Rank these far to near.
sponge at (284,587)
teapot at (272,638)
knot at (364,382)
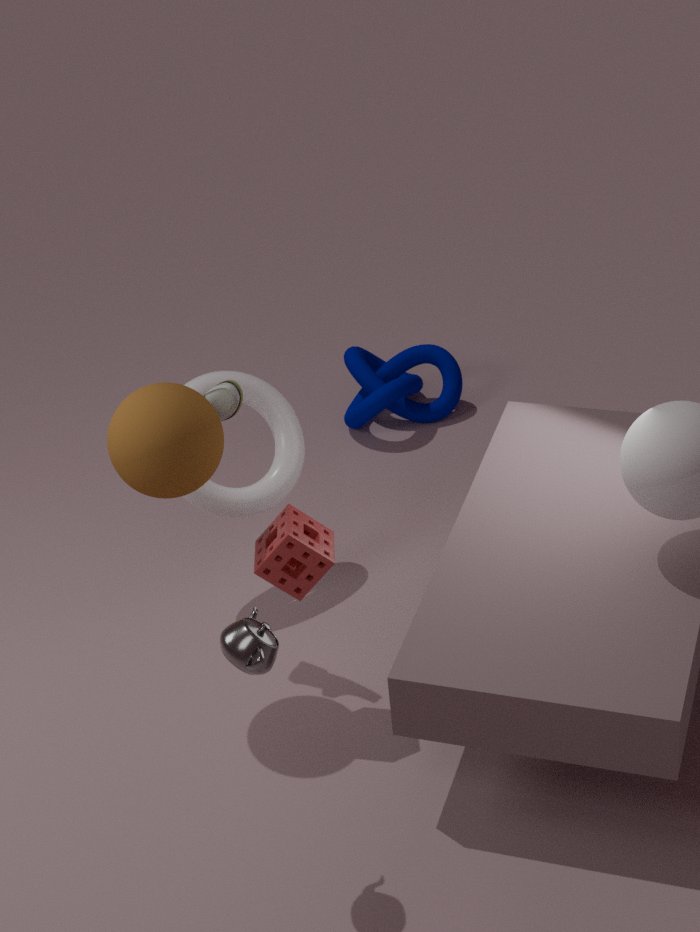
knot at (364,382), sponge at (284,587), teapot at (272,638)
